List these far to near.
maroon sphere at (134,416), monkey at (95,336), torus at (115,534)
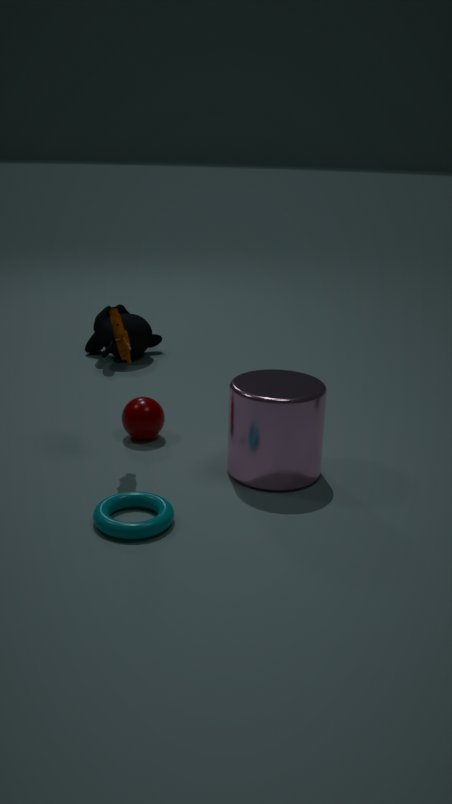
monkey at (95,336) < maroon sphere at (134,416) < torus at (115,534)
